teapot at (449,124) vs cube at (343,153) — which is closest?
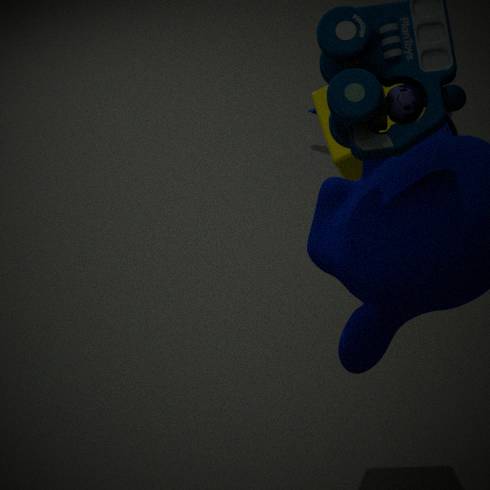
cube at (343,153)
